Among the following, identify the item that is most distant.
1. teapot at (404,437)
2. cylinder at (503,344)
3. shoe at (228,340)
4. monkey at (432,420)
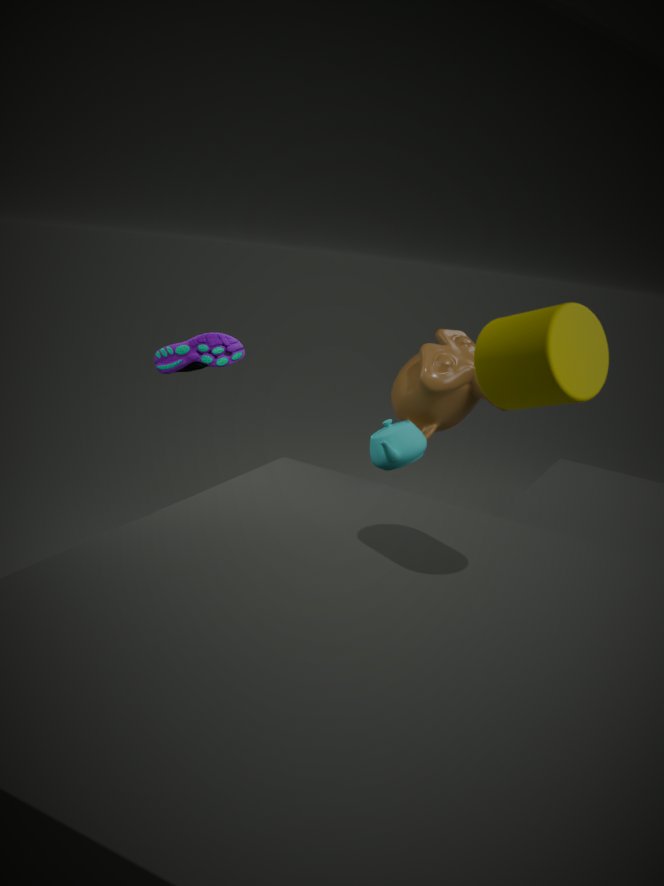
shoe at (228,340)
